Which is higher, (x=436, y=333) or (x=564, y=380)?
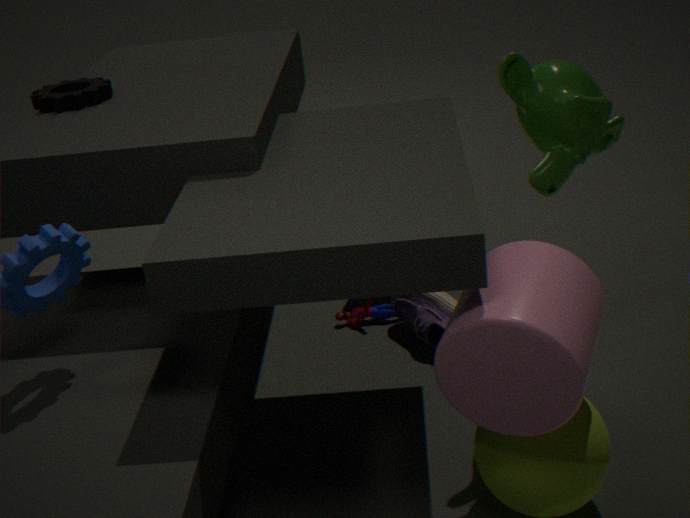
(x=564, y=380)
